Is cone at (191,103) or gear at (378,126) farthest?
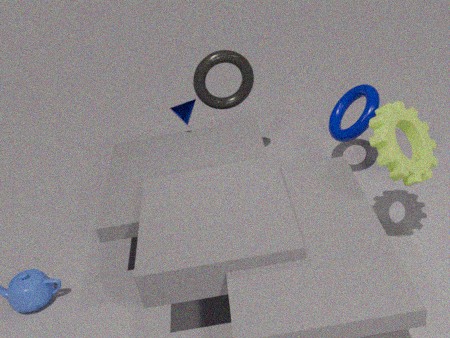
cone at (191,103)
